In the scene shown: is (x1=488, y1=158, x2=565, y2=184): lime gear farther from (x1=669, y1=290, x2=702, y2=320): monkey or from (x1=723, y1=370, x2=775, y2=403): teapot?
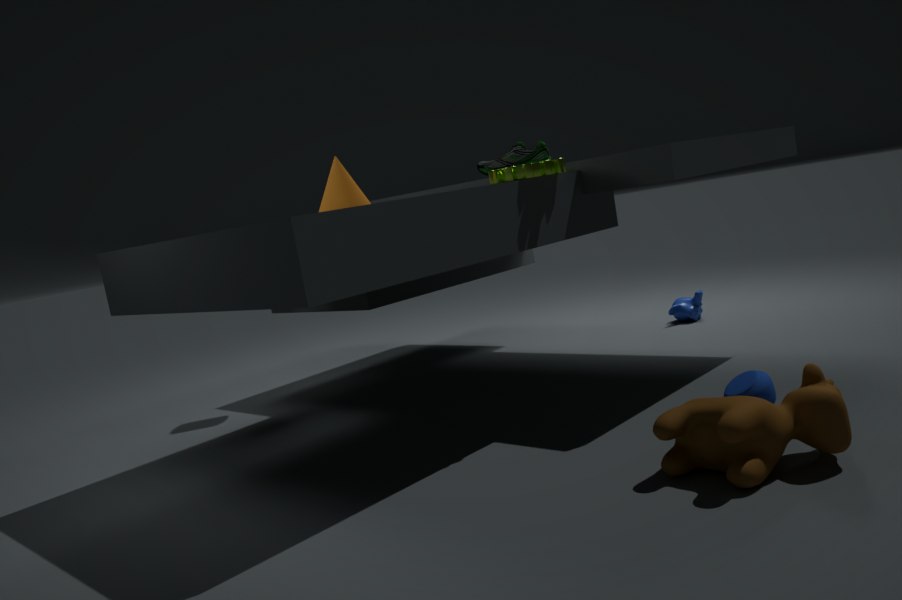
(x1=669, y1=290, x2=702, y2=320): monkey
